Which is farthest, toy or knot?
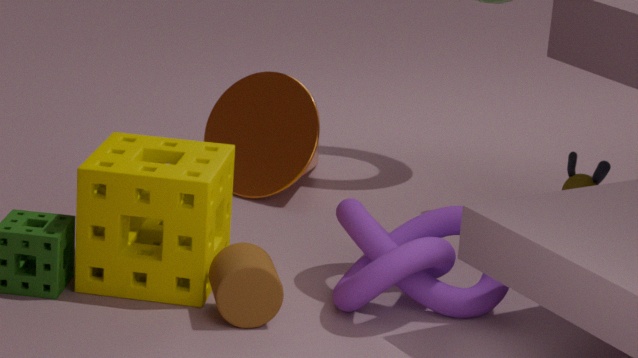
toy
